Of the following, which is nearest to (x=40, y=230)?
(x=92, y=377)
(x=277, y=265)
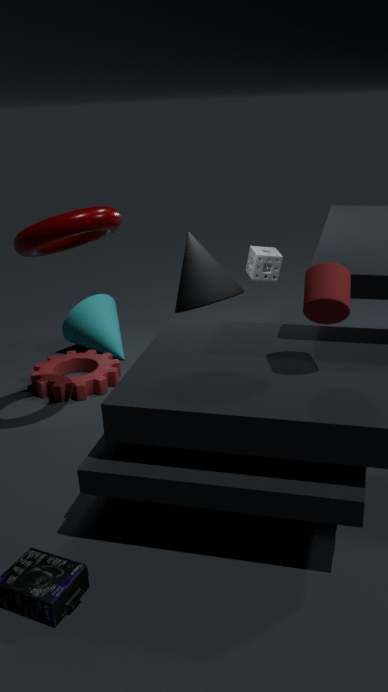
(x=92, y=377)
